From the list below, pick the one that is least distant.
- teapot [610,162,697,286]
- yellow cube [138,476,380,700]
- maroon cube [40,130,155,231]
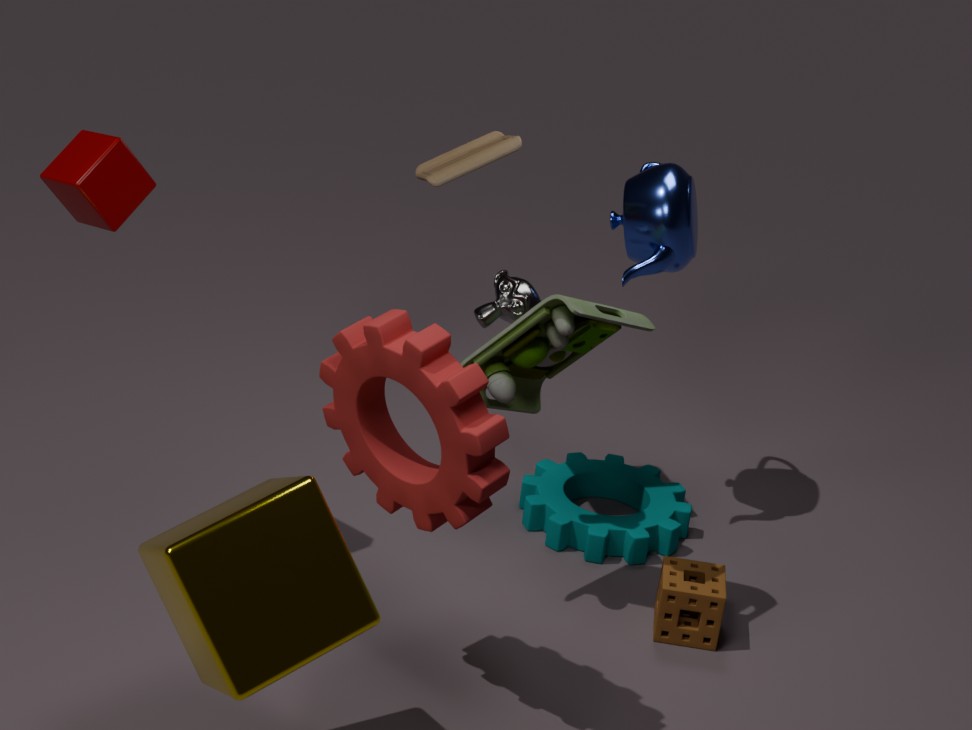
yellow cube [138,476,380,700]
